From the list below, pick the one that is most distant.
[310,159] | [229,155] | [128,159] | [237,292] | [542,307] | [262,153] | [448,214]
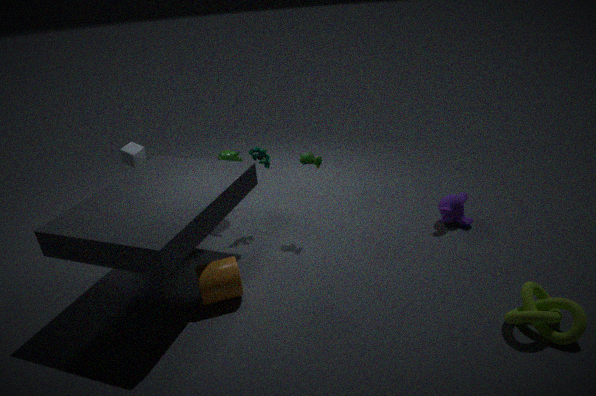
[229,155]
